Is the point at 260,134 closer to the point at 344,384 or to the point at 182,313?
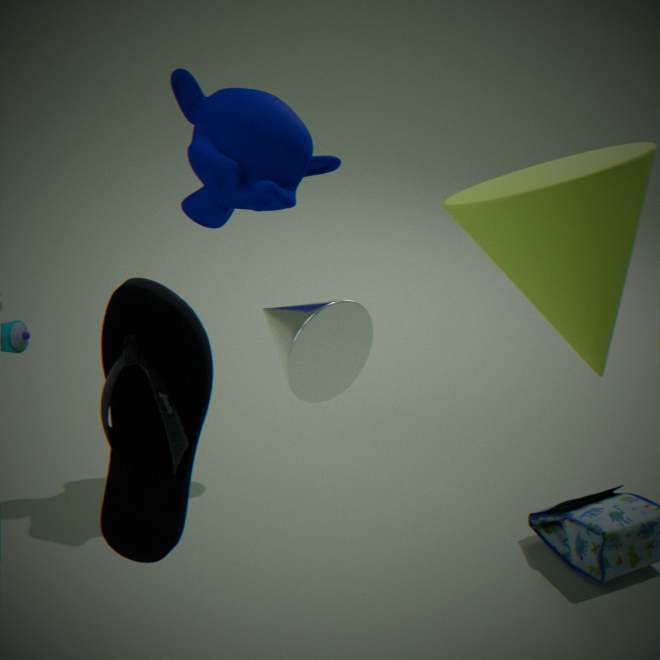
the point at 344,384
